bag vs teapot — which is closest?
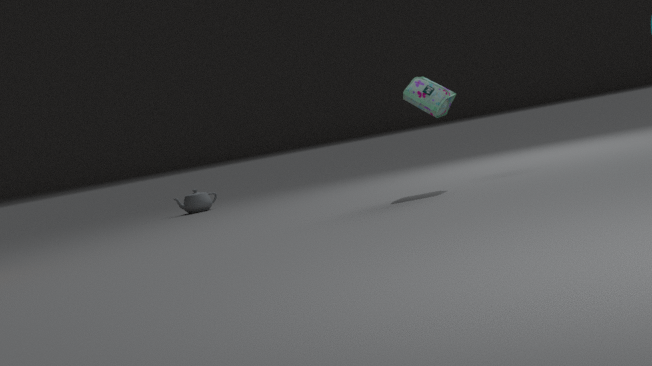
bag
